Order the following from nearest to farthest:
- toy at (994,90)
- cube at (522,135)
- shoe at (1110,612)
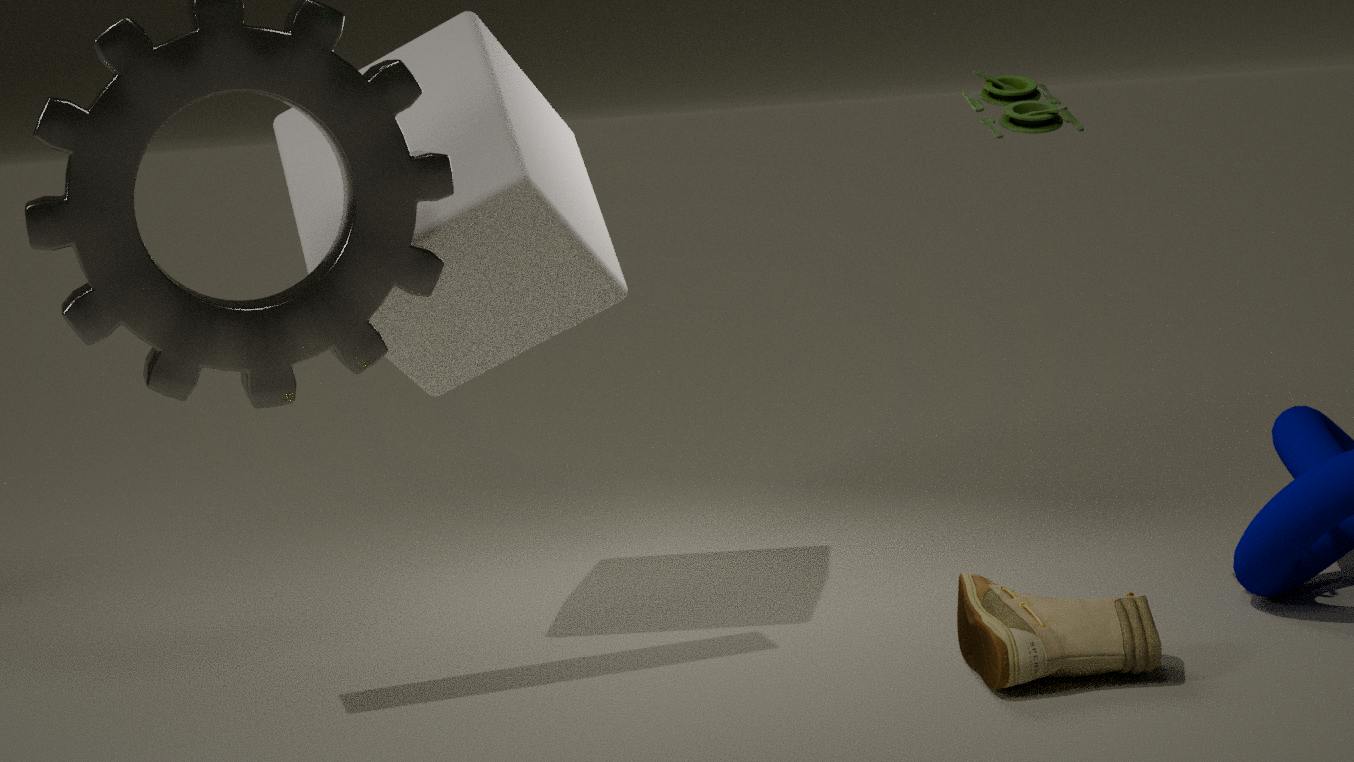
1. shoe at (1110,612)
2. toy at (994,90)
3. cube at (522,135)
